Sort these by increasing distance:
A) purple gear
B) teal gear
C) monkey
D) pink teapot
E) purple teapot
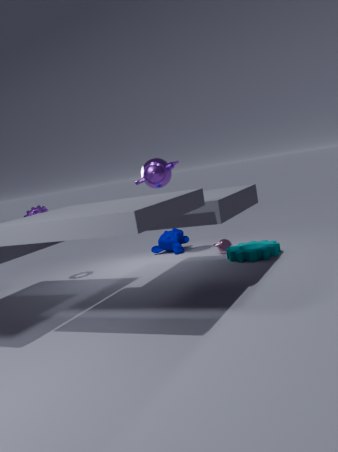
teal gear < purple gear < purple teapot < pink teapot < monkey
